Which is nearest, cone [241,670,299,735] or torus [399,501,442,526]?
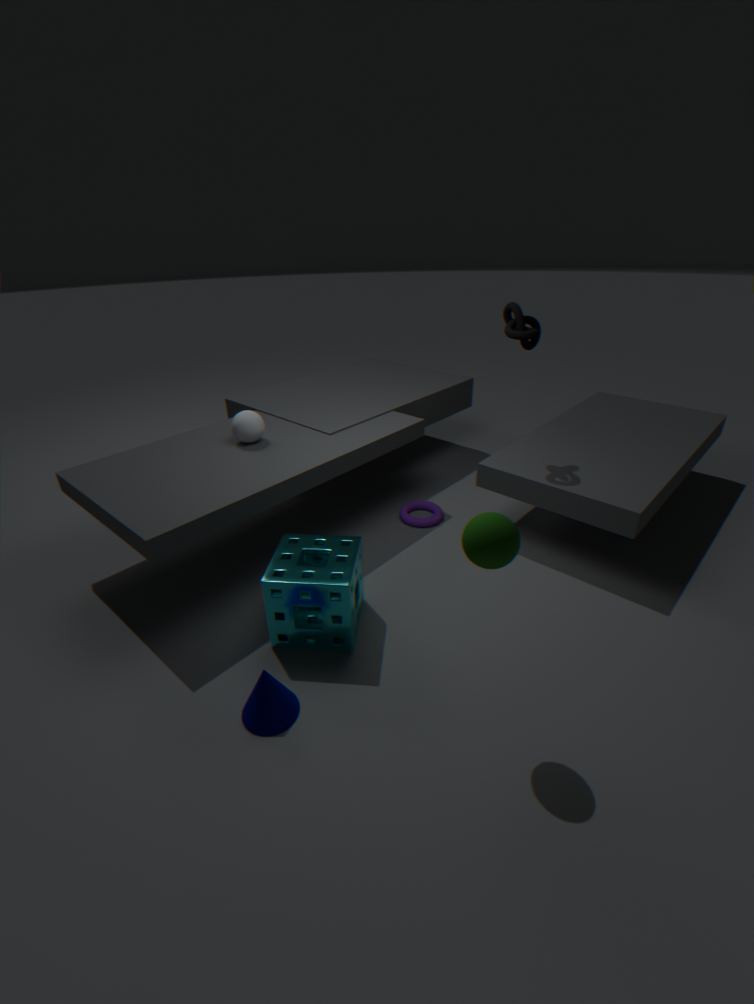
cone [241,670,299,735]
